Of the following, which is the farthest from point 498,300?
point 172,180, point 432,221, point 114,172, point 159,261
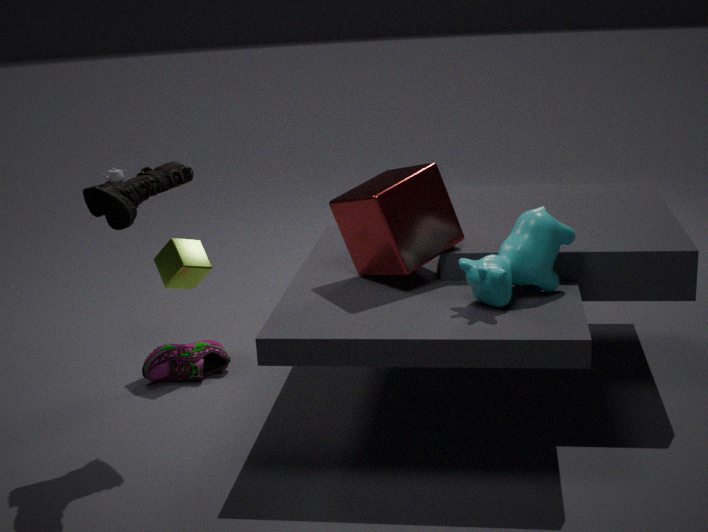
point 114,172
